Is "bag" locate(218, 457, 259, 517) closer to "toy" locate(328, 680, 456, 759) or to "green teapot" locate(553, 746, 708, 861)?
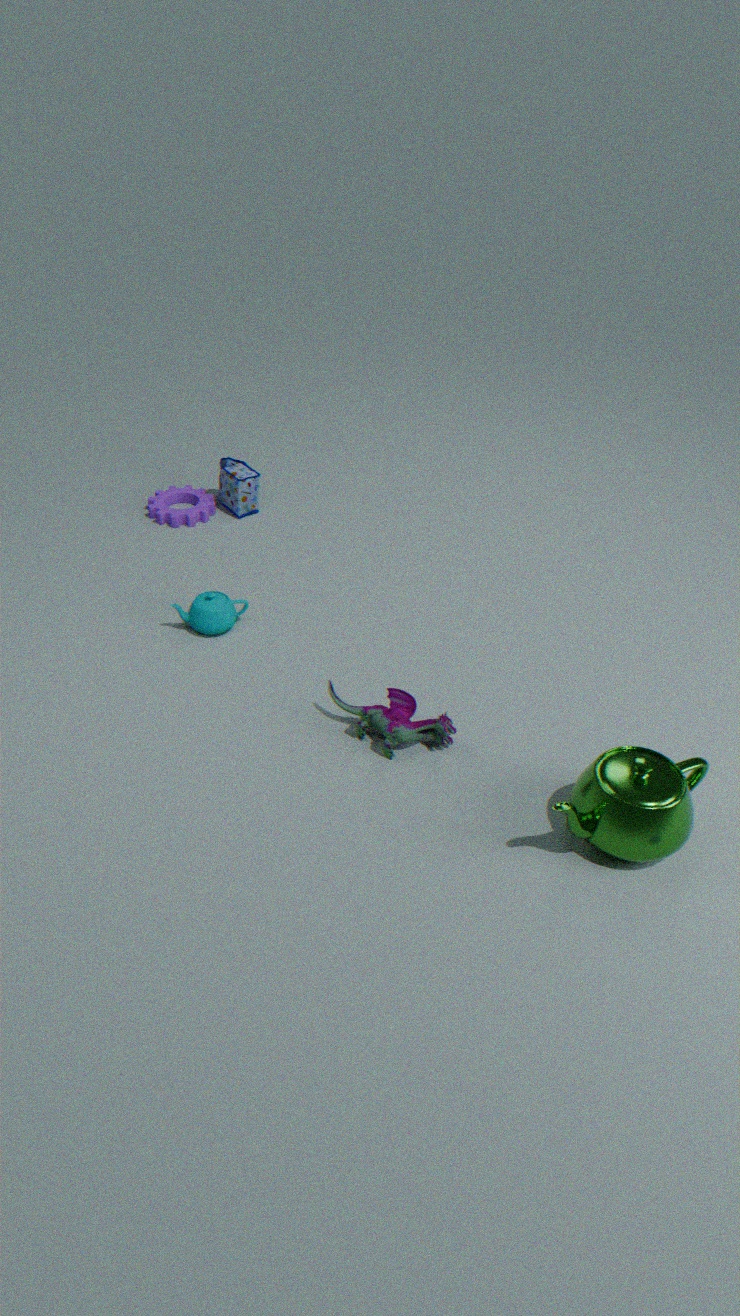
"toy" locate(328, 680, 456, 759)
